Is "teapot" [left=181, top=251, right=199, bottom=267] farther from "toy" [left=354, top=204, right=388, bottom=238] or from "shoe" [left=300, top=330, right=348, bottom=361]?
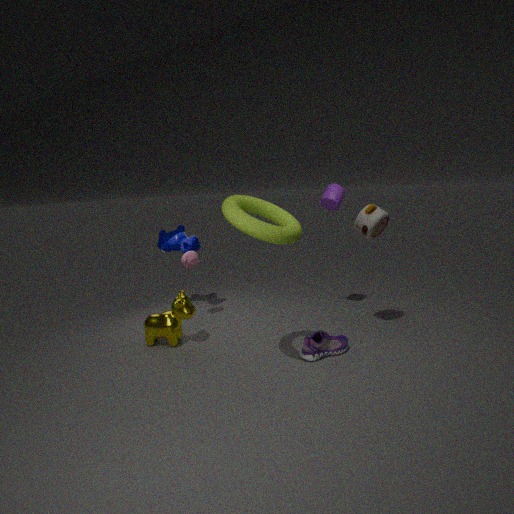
"toy" [left=354, top=204, right=388, bottom=238]
